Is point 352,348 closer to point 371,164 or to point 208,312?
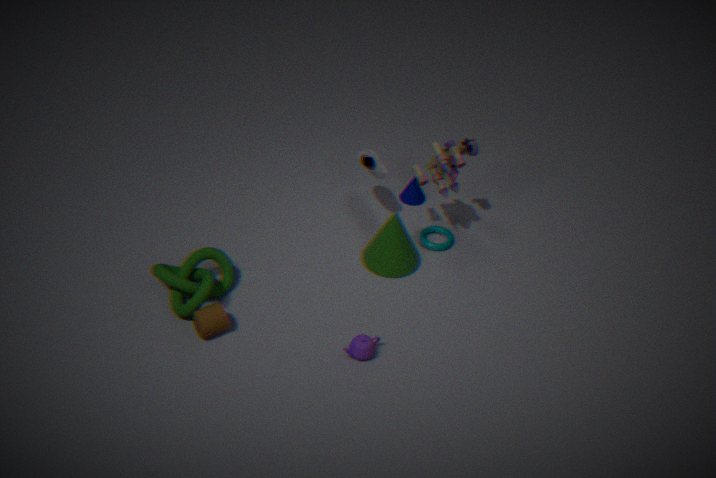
point 208,312
